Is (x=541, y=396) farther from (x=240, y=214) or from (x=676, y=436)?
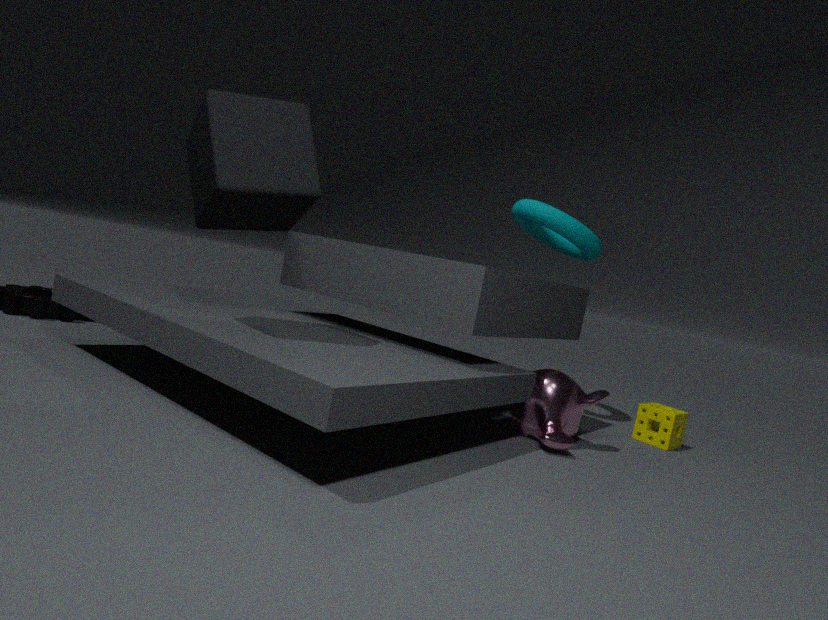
(x=240, y=214)
